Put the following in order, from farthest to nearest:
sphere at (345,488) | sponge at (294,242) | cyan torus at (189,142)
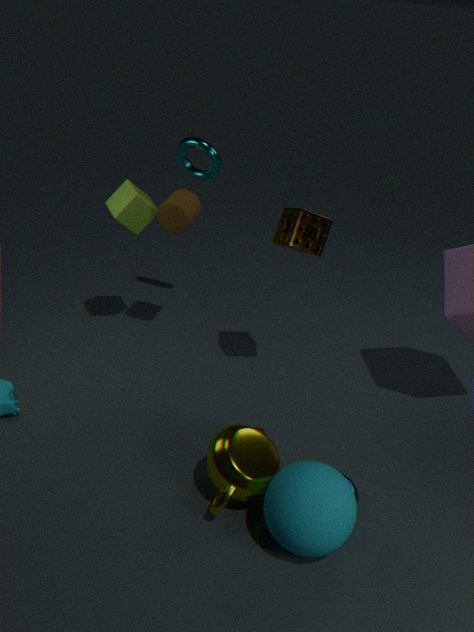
cyan torus at (189,142) → sponge at (294,242) → sphere at (345,488)
